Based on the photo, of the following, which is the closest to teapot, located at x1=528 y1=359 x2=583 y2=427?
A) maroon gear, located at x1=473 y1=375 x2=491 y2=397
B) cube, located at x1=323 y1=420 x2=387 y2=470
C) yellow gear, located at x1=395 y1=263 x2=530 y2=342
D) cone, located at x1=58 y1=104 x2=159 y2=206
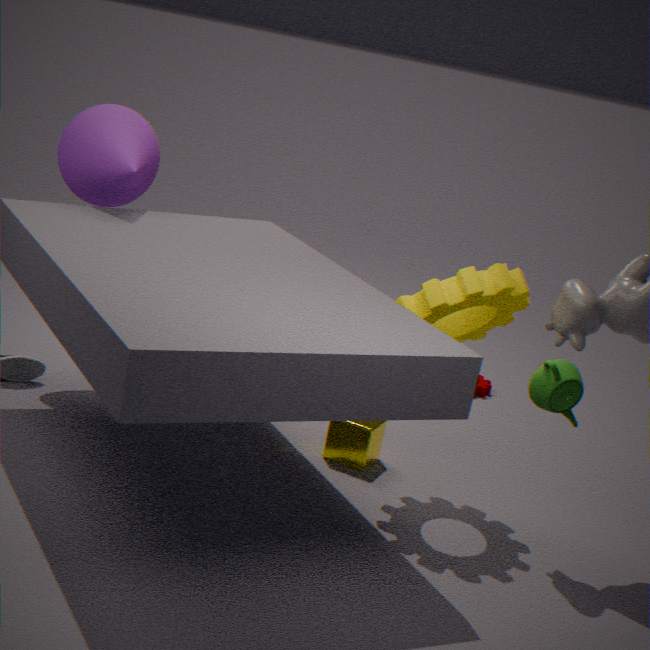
yellow gear, located at x1=395 y1=263 x2=530 y2=342
